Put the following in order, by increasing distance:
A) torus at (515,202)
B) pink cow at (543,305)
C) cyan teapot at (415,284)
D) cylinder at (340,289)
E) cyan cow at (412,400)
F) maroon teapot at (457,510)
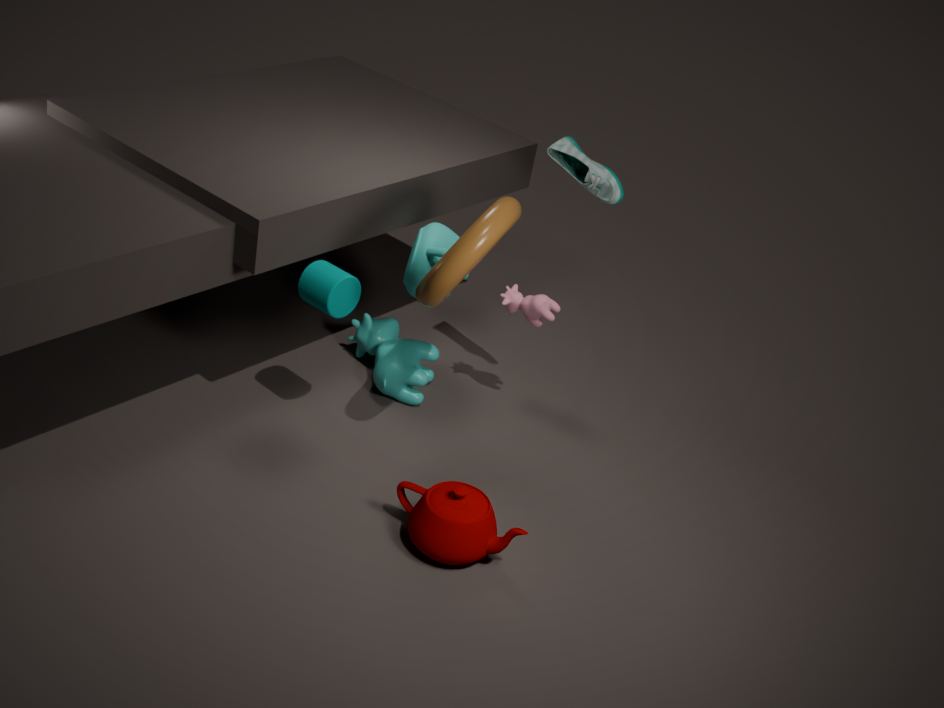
torus at (515,202) < maroon teapot at (457,510) < cylinder at (340,289) < cyan teapot at (415,284) < pink cow at (543,305) < cyan cow at (412,400)
